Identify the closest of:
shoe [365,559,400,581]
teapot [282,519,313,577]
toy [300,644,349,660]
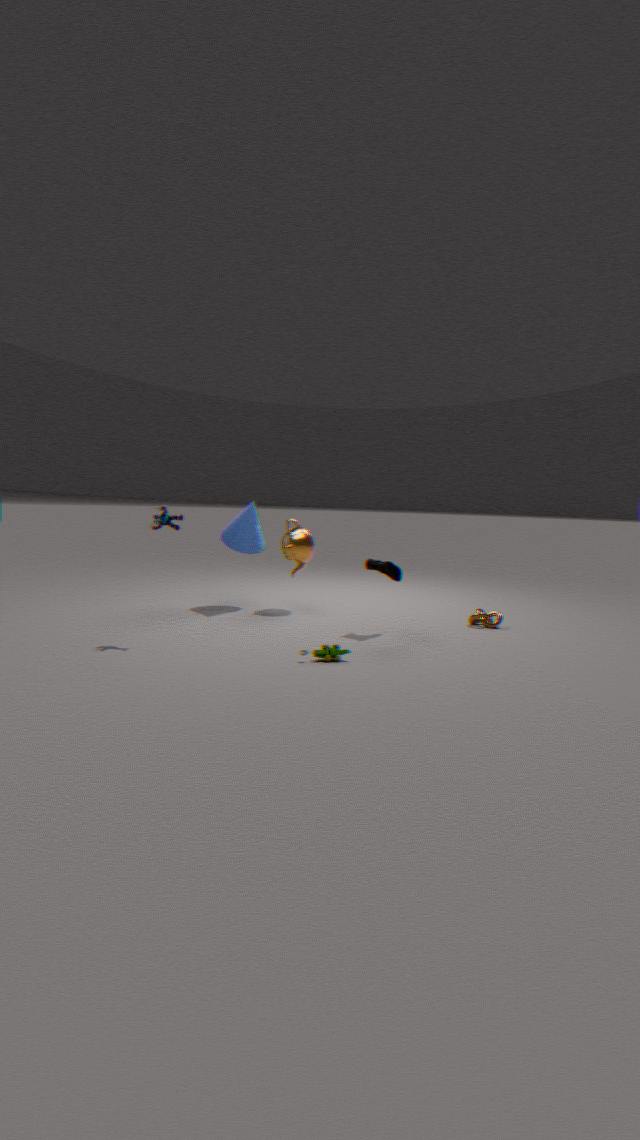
toy [300,644,349,660]
